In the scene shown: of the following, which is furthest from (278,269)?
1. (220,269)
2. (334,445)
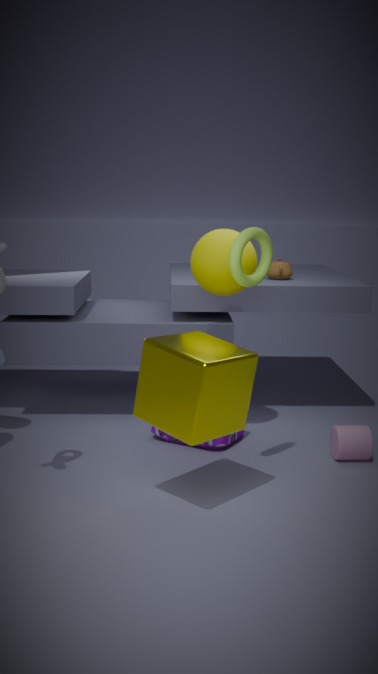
(334,445)
